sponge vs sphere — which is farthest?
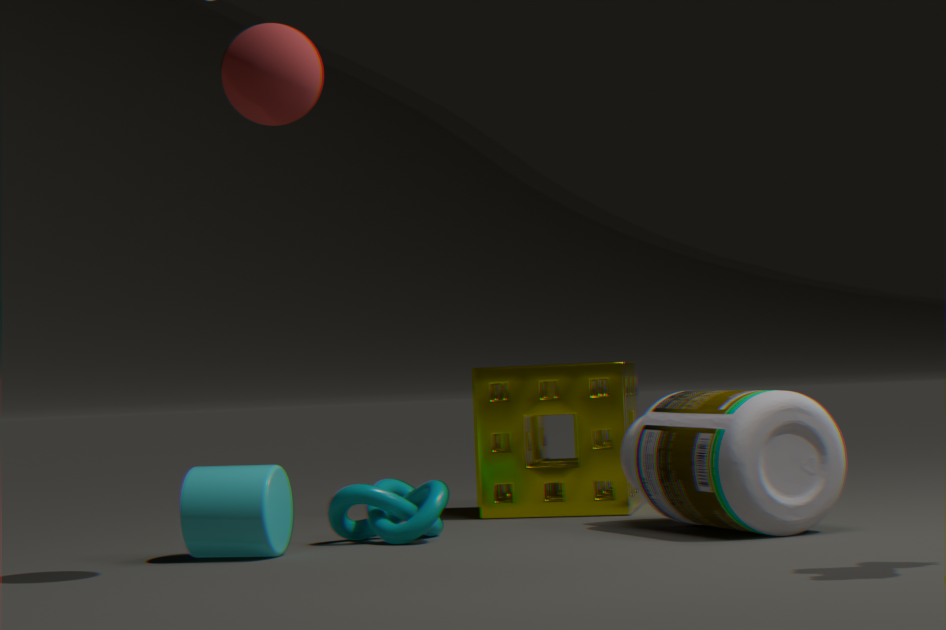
sponge
